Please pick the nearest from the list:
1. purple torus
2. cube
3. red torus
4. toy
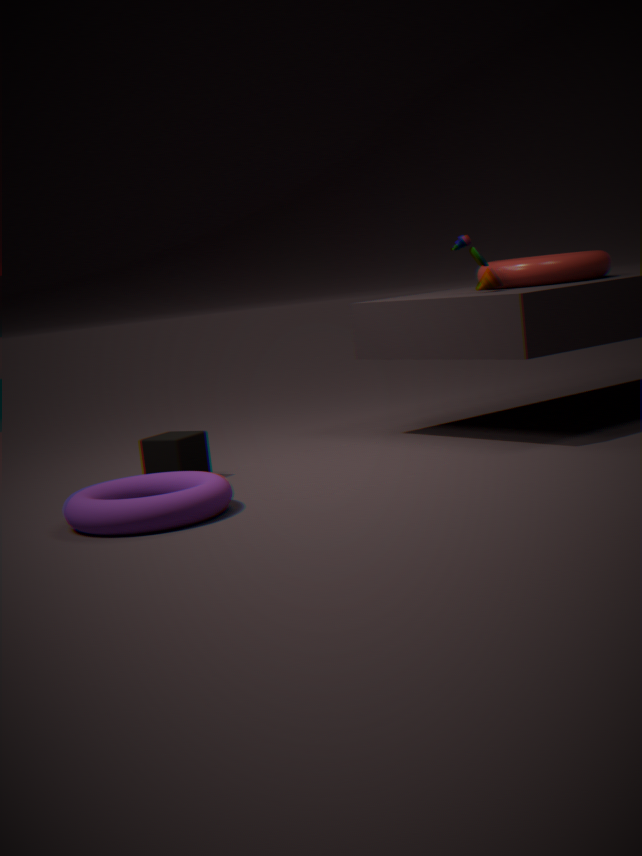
purple torus
